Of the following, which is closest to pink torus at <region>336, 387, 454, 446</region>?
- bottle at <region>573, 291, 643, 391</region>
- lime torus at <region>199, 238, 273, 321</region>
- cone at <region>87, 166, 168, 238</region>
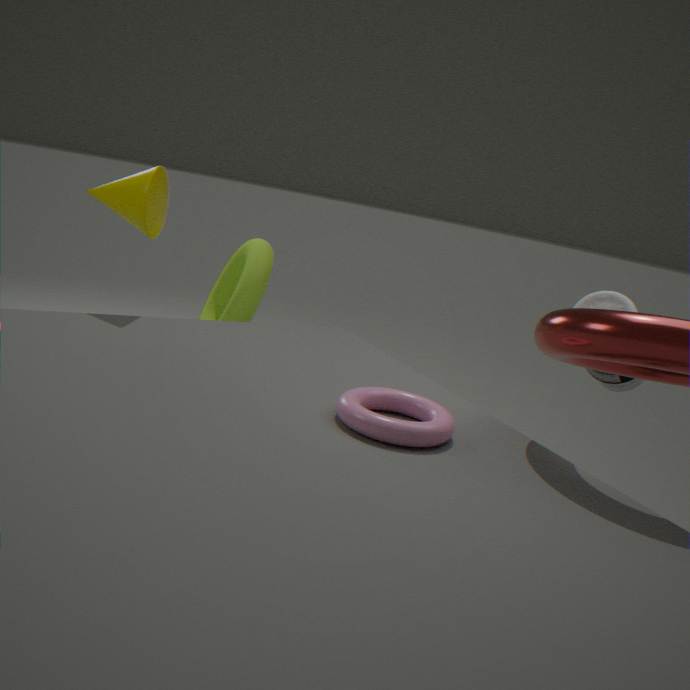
bottle at <region>573, 291, 643, 391</region>
